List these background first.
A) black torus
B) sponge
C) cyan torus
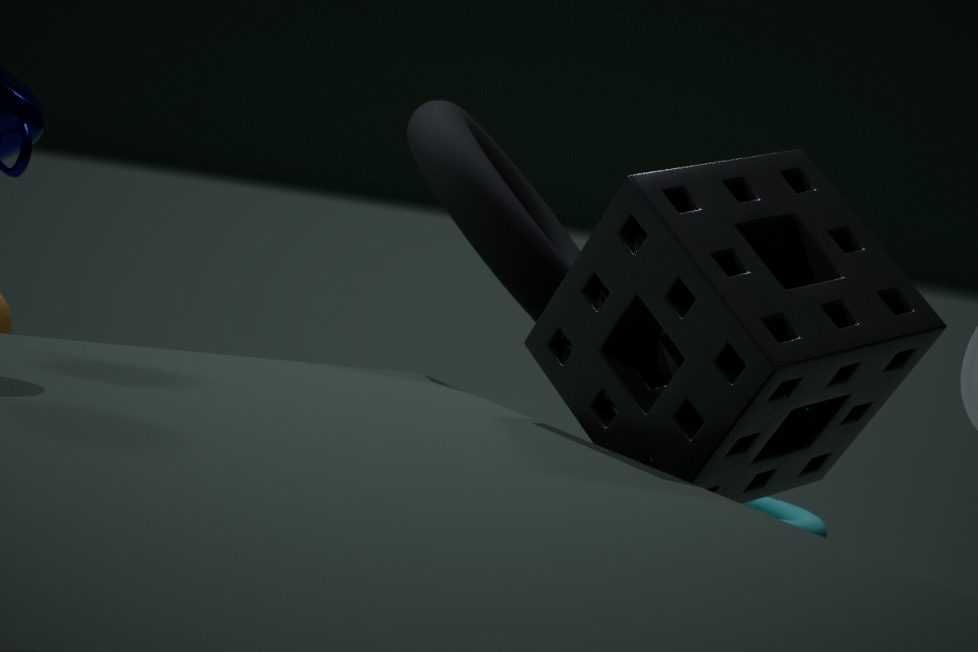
cyan torus < black torus < sponge
